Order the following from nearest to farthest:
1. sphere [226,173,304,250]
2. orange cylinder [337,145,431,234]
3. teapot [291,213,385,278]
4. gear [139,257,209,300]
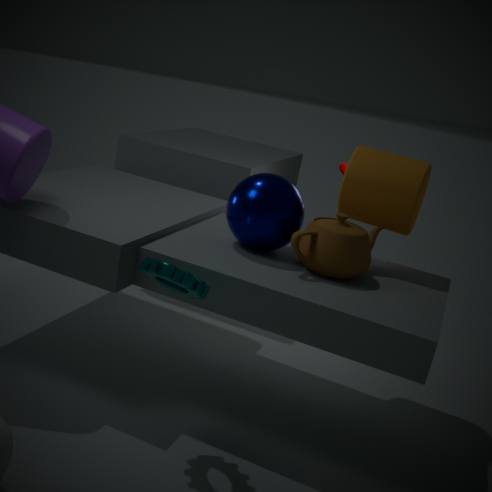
gear [139,257,209,300] < teapot [291,213,385,278] < sphere [226,173,304,250] < orange cylinder [337,145,431,234]
